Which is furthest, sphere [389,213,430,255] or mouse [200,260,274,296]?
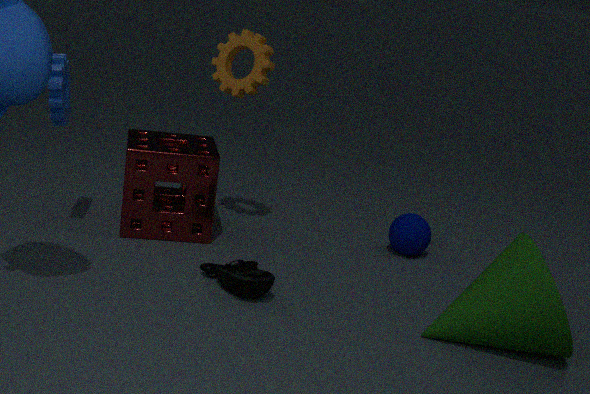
sphere [389,213,430,255]
